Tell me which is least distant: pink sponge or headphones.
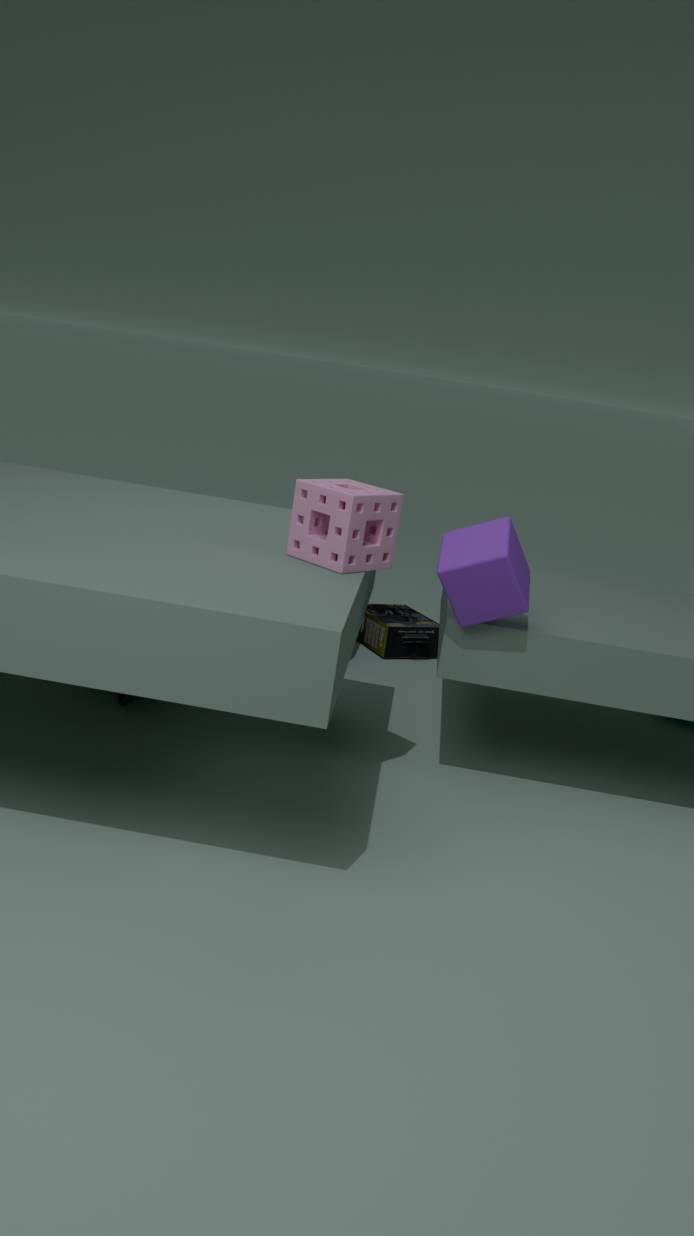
pink sponge
